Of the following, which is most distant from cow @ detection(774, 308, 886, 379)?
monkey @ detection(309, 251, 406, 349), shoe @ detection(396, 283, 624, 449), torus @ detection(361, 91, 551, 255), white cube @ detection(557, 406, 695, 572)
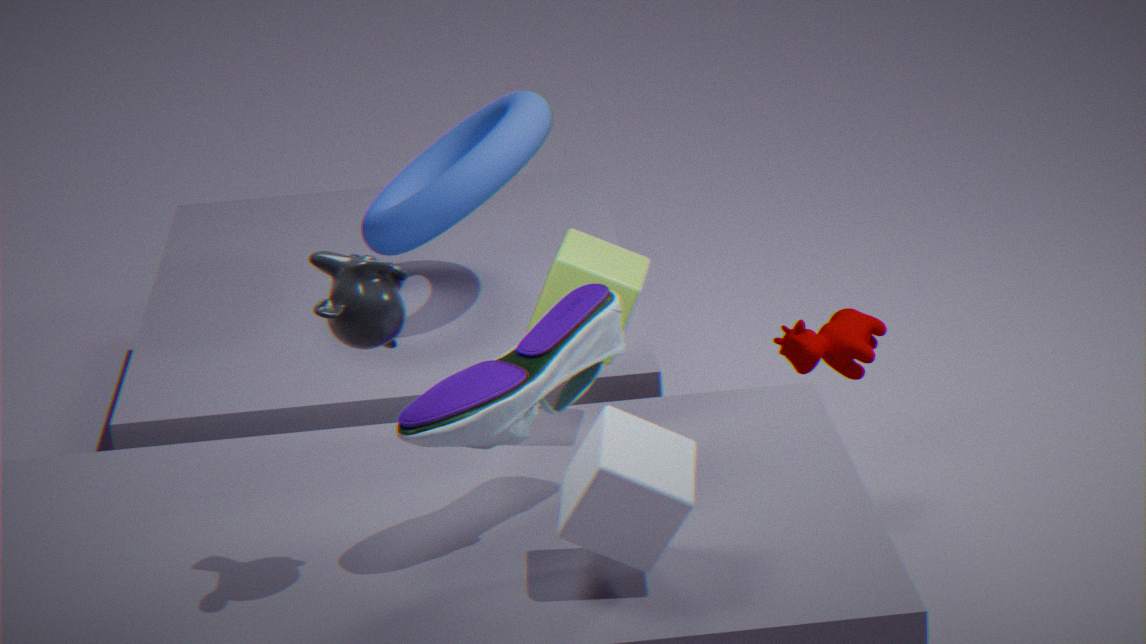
monkey @ detection(309, 251, 406, 349)
